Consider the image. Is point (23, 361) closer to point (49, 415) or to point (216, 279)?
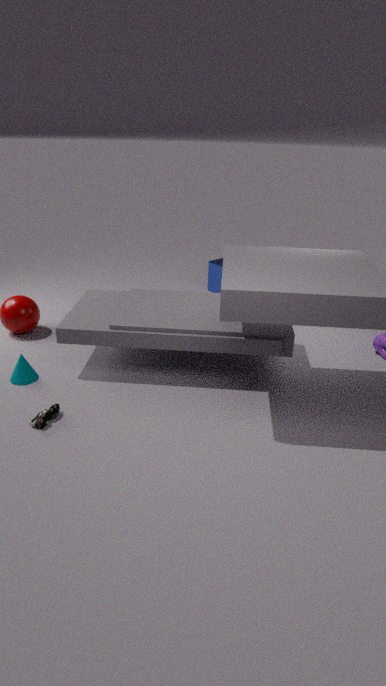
point (49, 415)
